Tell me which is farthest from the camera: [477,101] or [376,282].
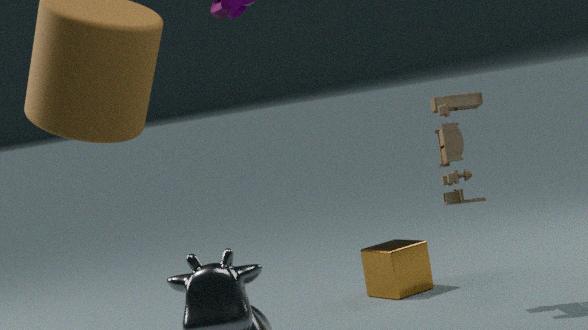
[376,282]
